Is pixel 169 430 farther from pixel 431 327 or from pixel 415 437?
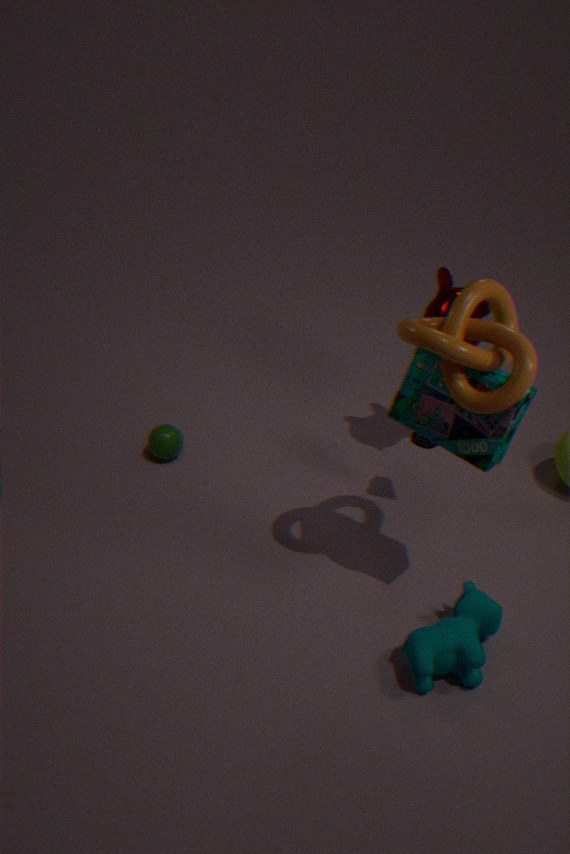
pixel 431 327
